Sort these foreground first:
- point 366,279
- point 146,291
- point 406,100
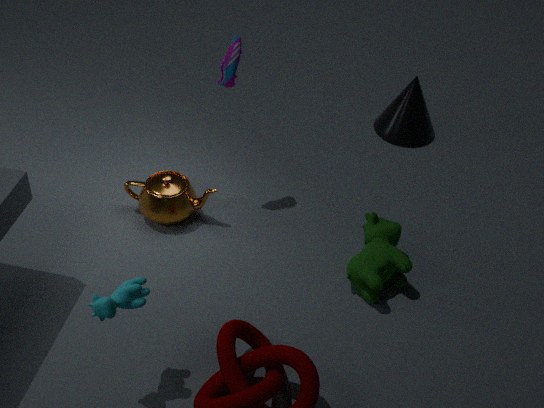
1. point 146,291
2. point 366,279
3. point 406,100
